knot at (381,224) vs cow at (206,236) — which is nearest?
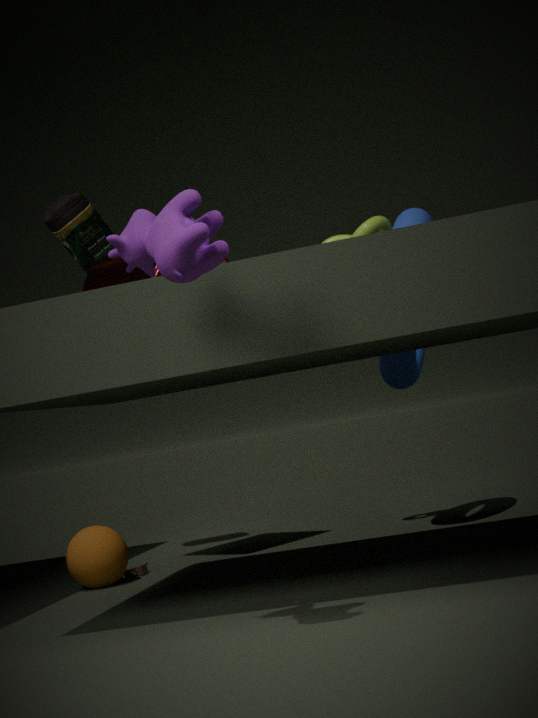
cow at (206,236)
